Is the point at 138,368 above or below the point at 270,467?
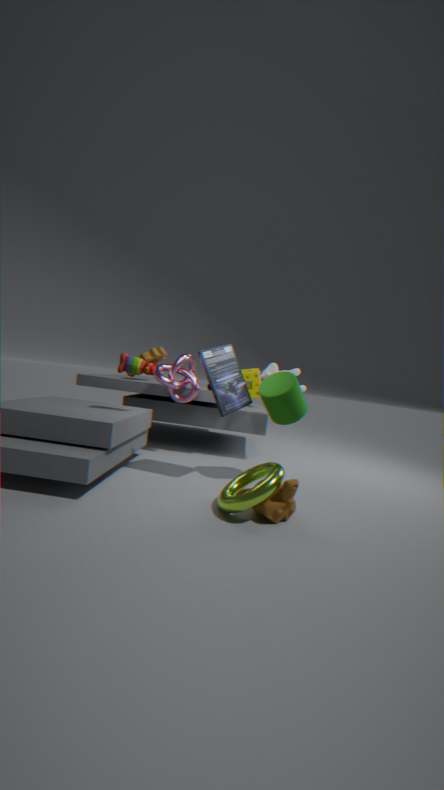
above
